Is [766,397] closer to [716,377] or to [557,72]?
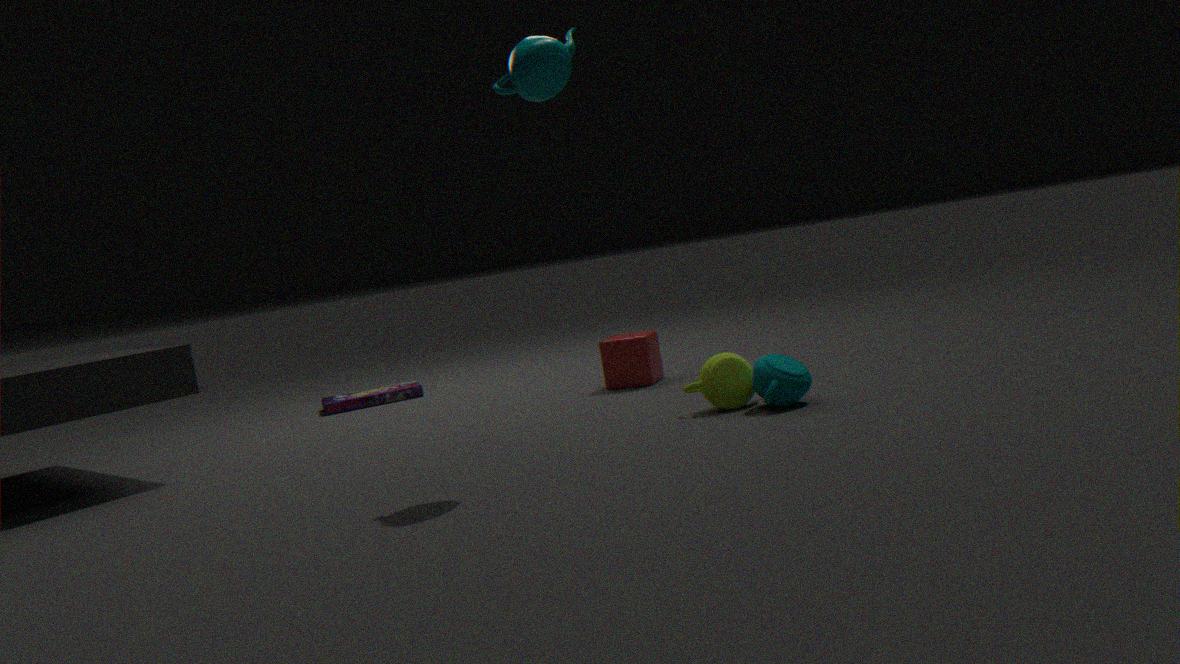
[716,377]
